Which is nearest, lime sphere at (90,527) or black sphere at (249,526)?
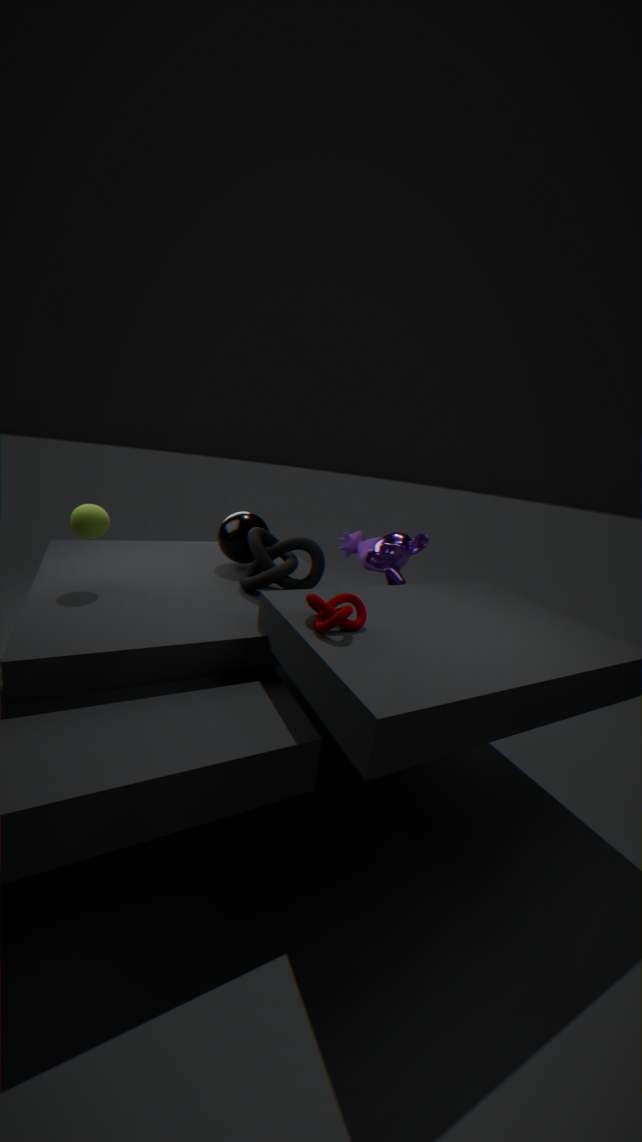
lime sphere at (90,527)
